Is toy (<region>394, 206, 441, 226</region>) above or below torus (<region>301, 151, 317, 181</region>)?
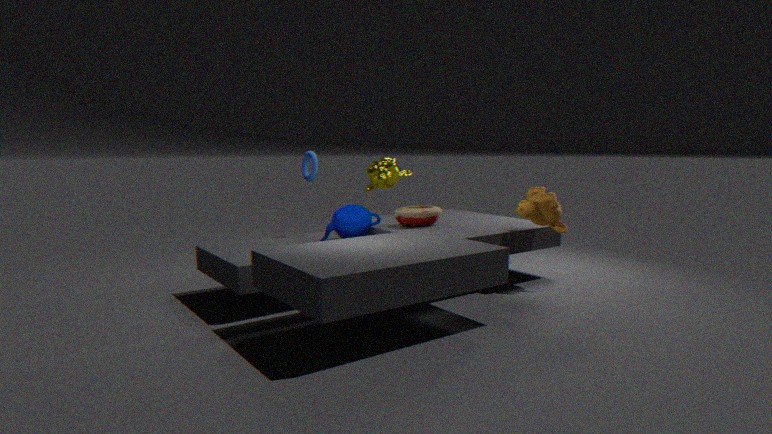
below
